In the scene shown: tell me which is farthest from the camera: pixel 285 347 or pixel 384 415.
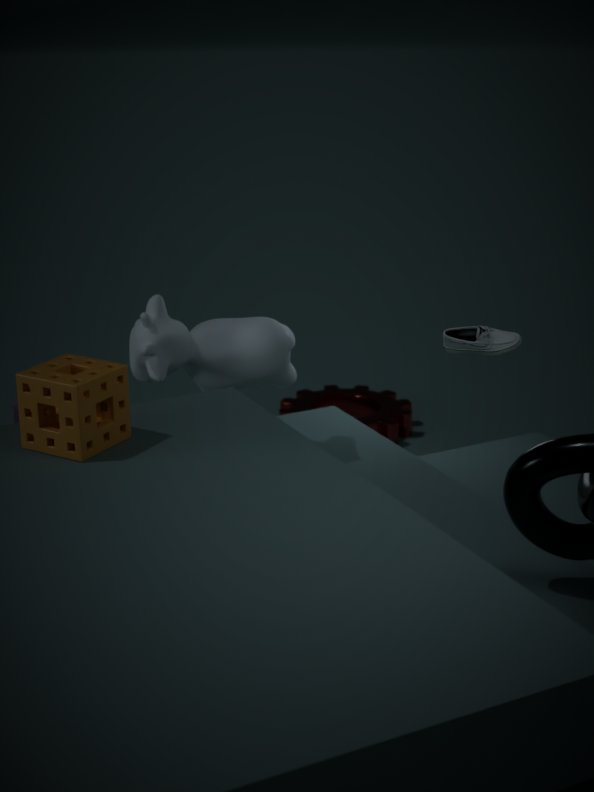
pixel 384 415
